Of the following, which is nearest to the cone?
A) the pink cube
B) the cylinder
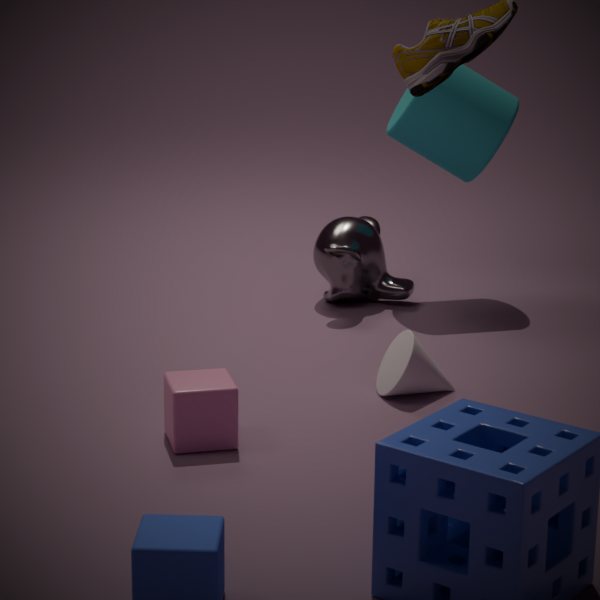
the pink cube
